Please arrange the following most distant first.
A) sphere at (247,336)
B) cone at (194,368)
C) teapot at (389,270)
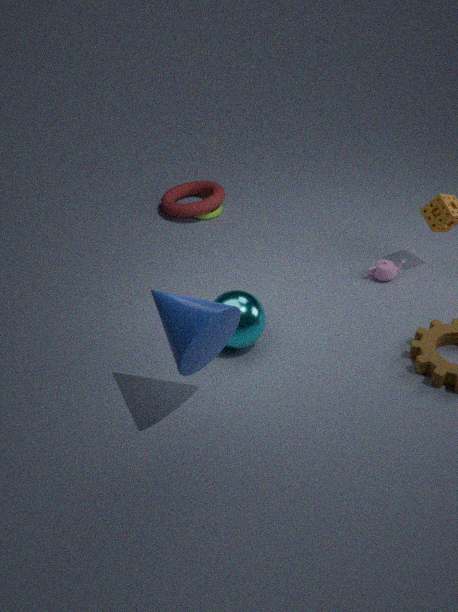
teapot at (389,270) → sphere at (247,336) → cone at (194,368)
